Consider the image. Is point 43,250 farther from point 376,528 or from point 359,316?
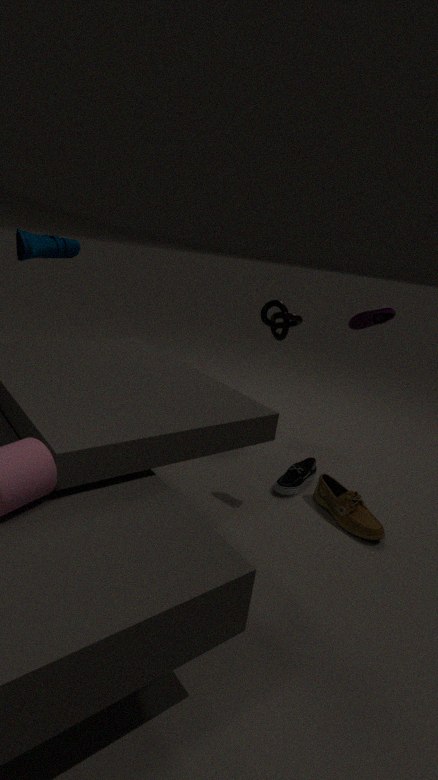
point 376,528
